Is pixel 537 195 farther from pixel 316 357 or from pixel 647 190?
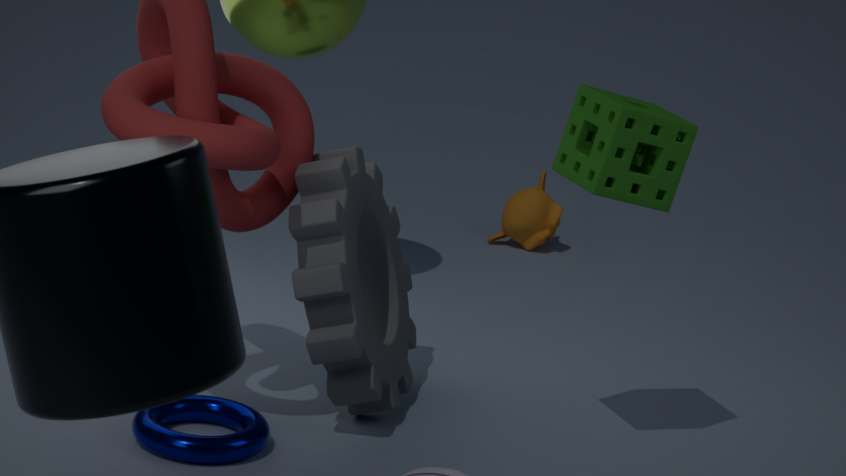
pixel 647 190
